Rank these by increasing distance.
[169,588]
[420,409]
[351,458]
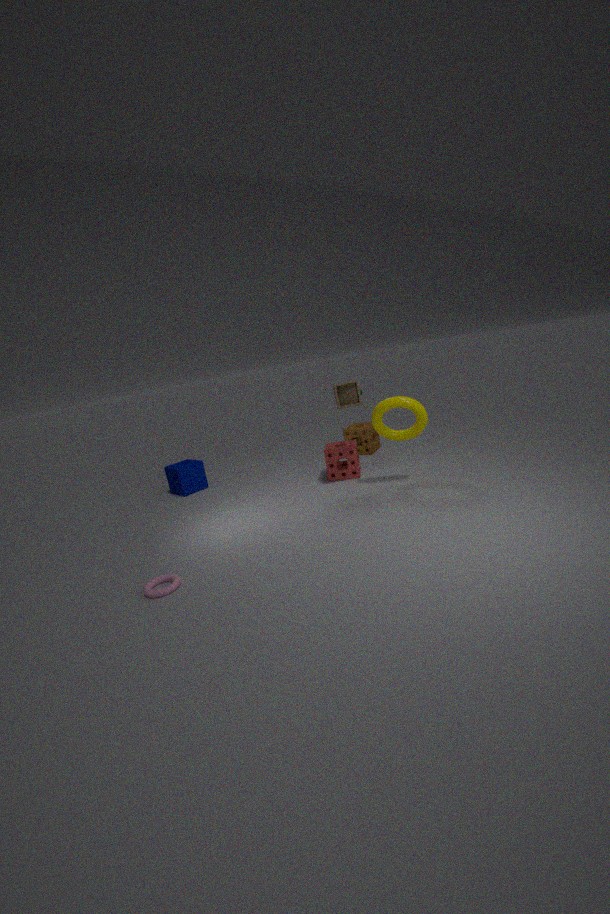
[169,588], [420,409], [351,458]
